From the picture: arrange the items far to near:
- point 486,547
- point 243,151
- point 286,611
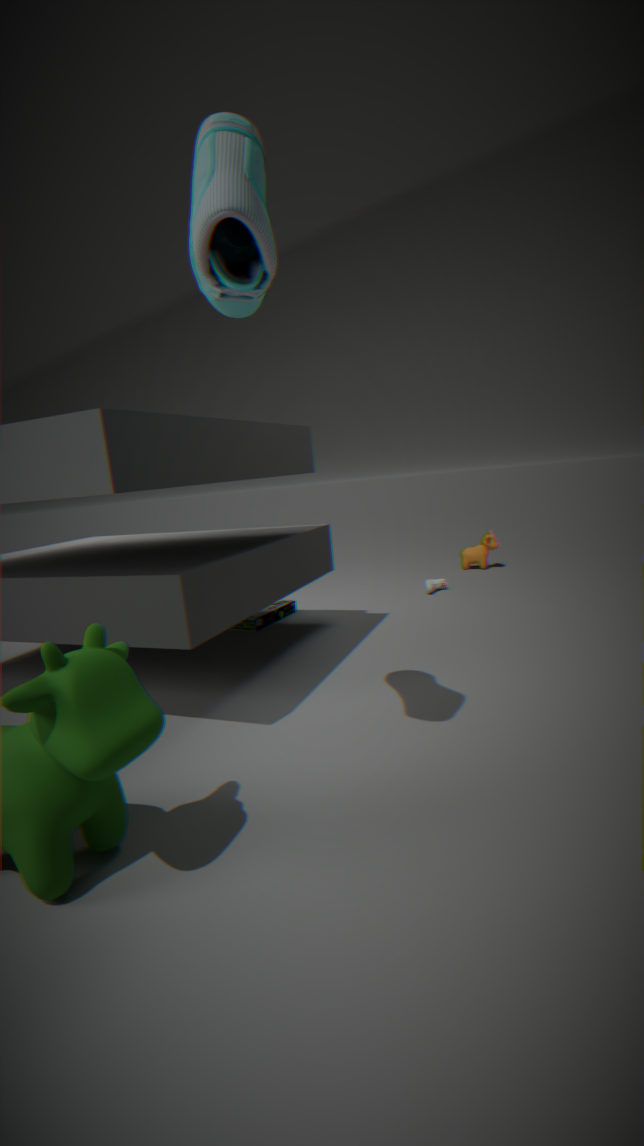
point 486,547 < point 286,611 < point 243,151
